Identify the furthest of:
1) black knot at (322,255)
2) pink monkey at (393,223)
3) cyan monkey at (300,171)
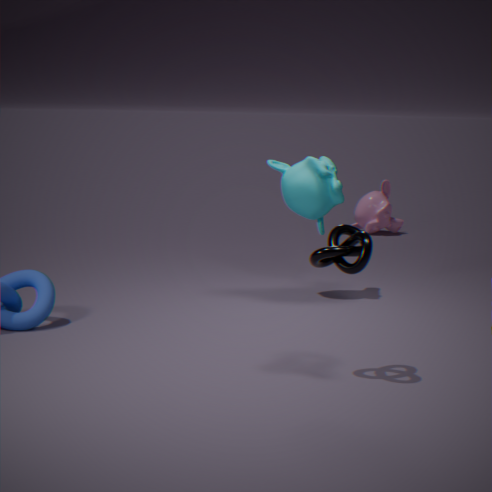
2. pink monkey at (393,223)
